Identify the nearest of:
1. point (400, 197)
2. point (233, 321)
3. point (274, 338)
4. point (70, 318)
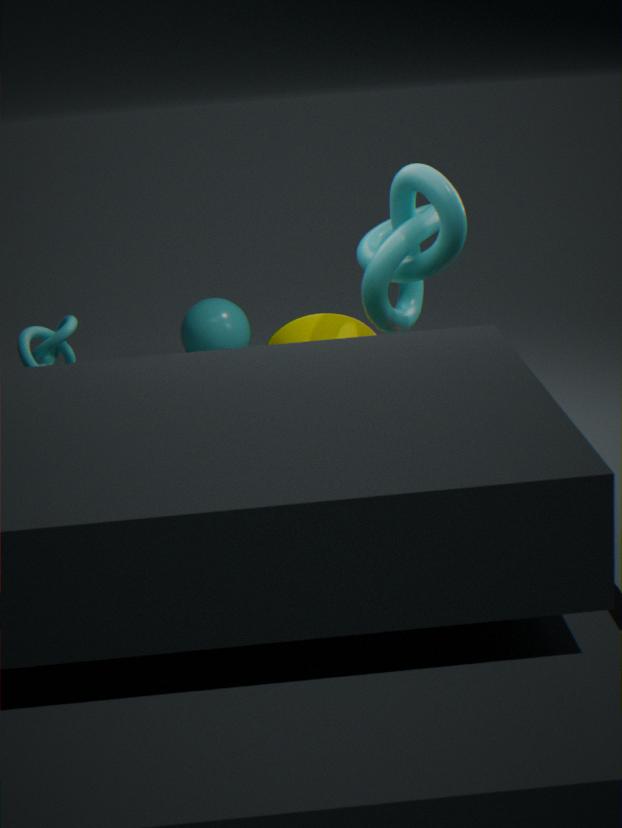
point (400, 197)
